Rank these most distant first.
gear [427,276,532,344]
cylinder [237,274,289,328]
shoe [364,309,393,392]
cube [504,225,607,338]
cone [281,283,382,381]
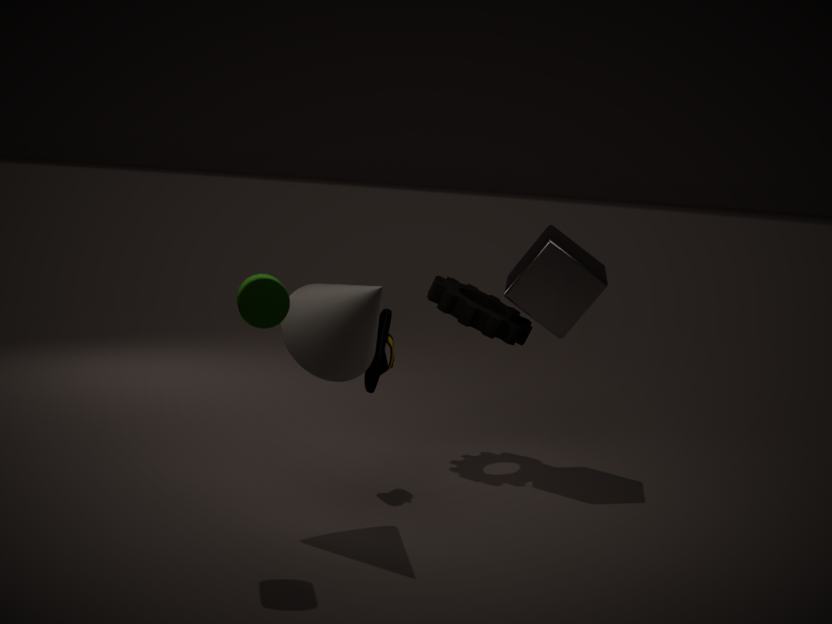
gear [427,276,532,344] < cube [504,225,607,338] < shoe [364,309,393,392] < cone [281,283,382,381] < cylinder [237,274,289,328]
